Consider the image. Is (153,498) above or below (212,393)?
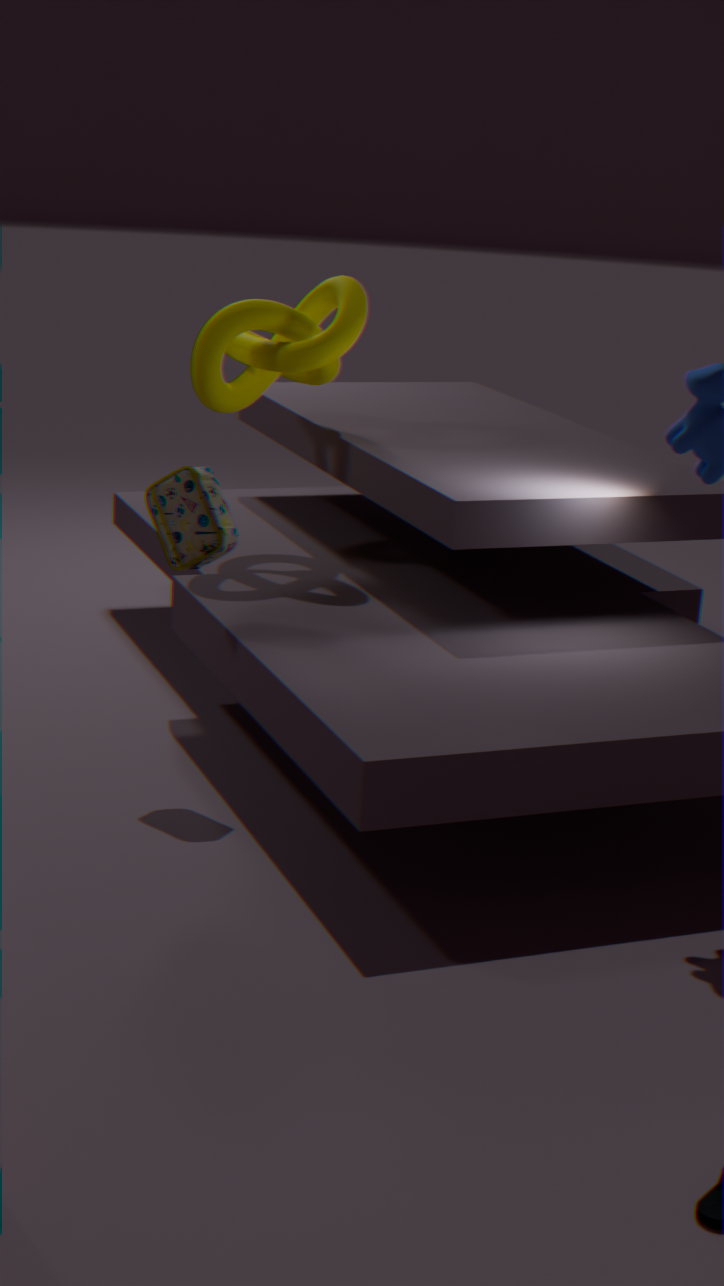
below
